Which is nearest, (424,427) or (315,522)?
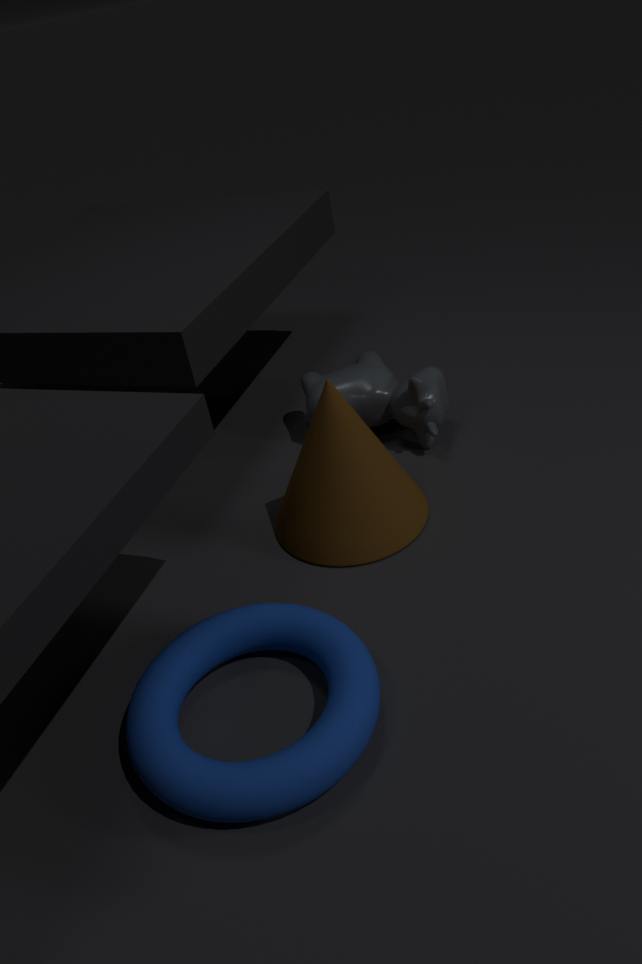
(315,522)
